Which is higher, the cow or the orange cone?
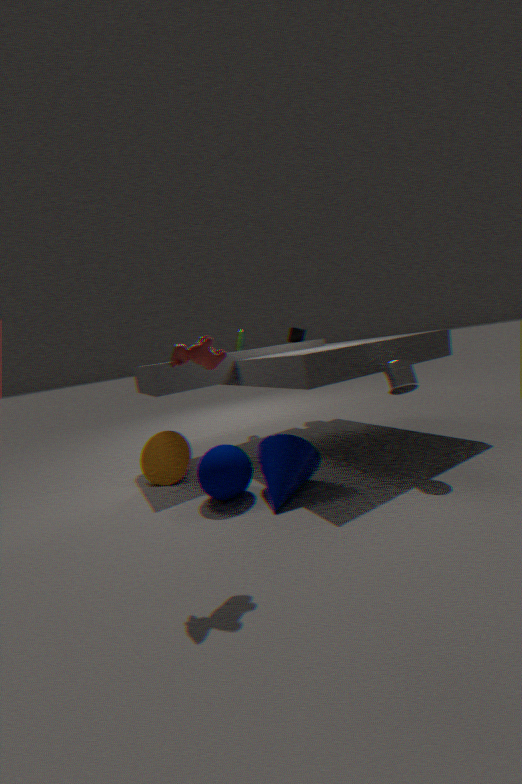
the cow
